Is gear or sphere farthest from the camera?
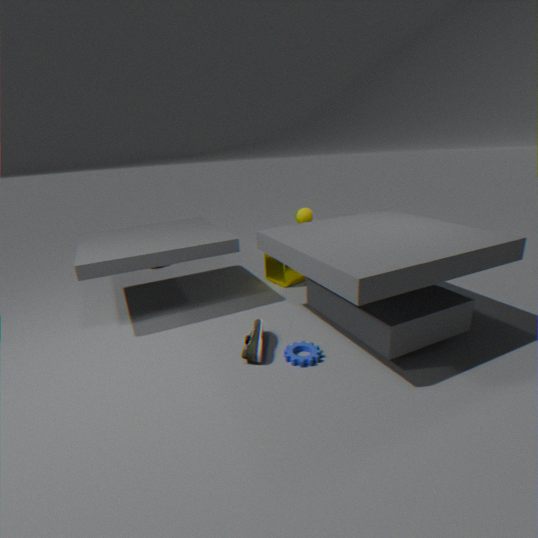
sphere
